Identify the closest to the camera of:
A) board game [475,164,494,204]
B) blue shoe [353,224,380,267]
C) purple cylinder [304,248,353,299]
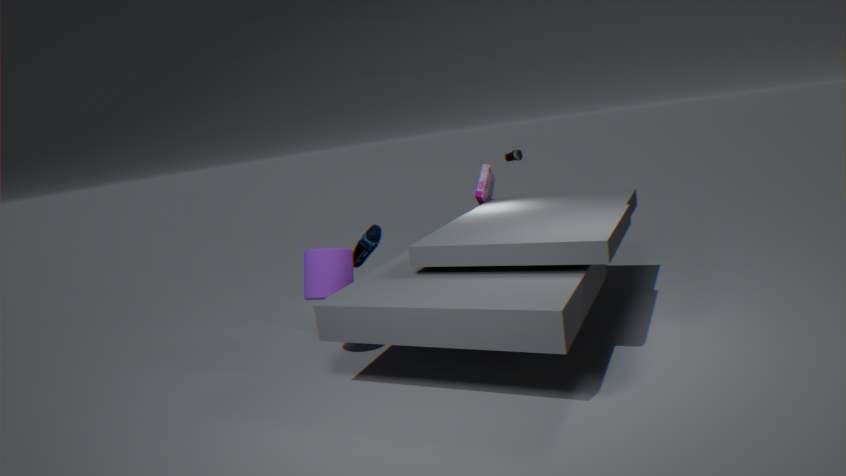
purple cylinder [304,248,353,299]
